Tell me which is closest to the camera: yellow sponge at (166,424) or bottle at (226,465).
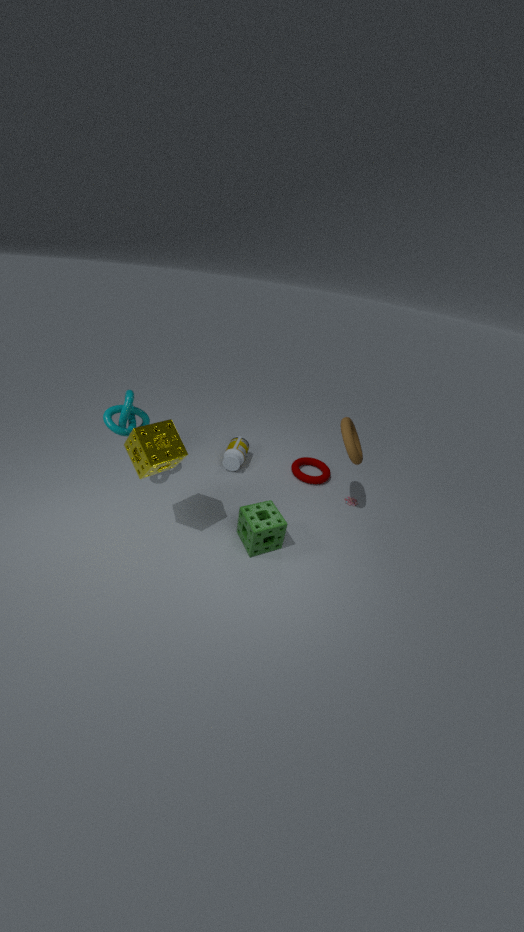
yellow sponge at (166,424)
